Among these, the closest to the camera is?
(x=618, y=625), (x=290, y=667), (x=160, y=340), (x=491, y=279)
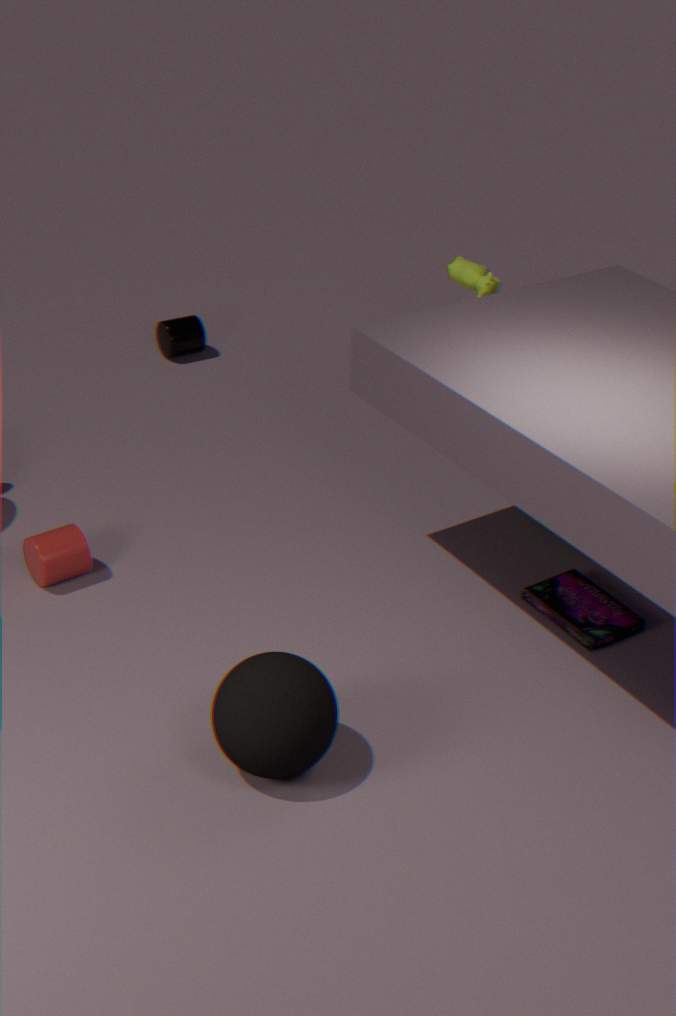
(x=290, y=667)
